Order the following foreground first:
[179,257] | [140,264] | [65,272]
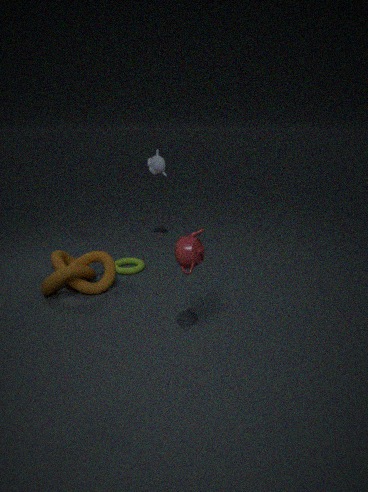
[179,257], [65,272], [140,264]
